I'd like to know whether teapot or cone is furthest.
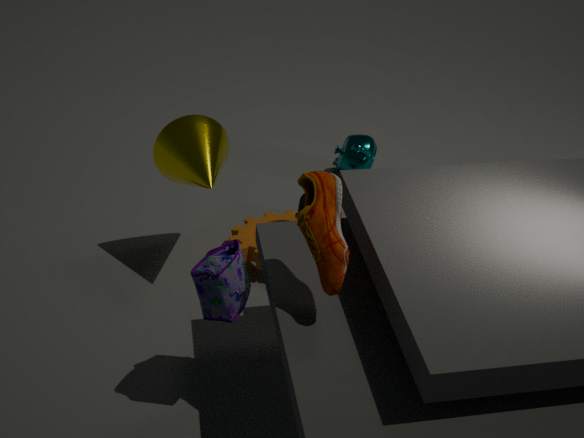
teapot
